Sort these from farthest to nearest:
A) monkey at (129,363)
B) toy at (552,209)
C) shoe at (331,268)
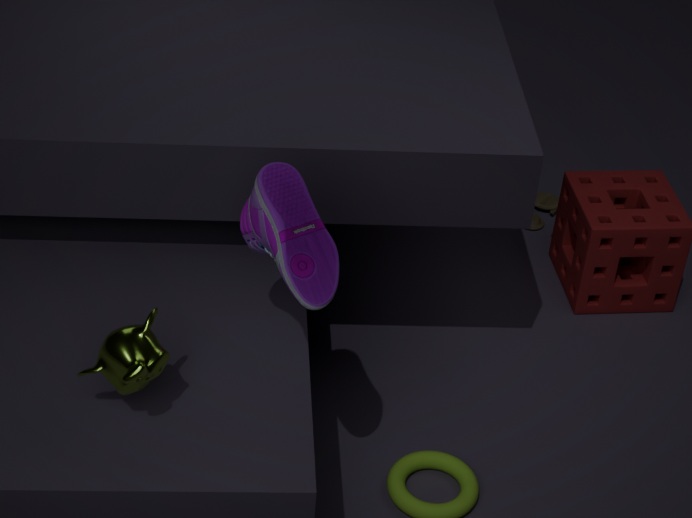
1. toy at (552,209)
2. shoe at (331,268)
3. monkey at (129,363)
